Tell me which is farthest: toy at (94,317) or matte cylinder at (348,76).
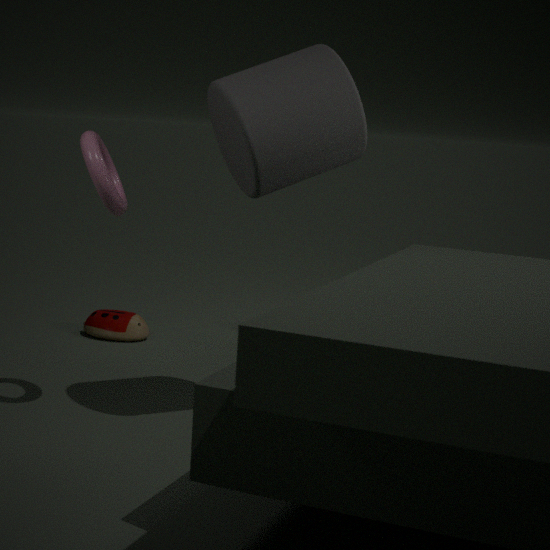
toy at (94,317)
